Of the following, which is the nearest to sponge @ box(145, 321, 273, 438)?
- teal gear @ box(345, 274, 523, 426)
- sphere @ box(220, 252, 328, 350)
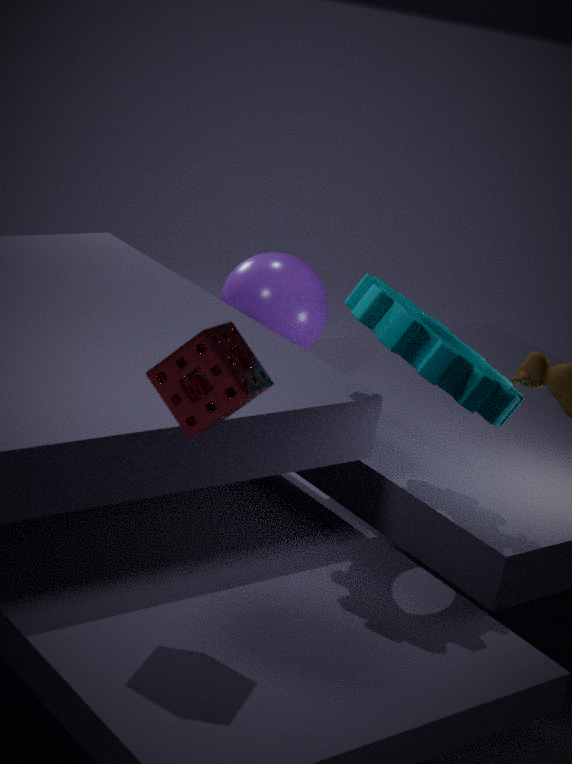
teal gear @ box(345, 274, 523, 426)
